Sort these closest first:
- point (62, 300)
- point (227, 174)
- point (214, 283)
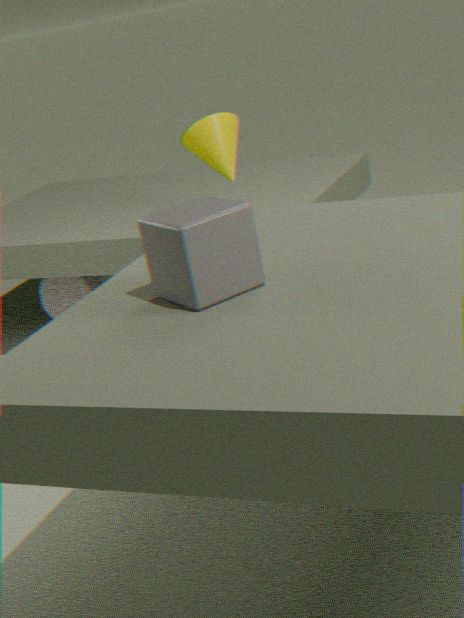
point (214, 283) → point (227, 174) → point (62, 300)
